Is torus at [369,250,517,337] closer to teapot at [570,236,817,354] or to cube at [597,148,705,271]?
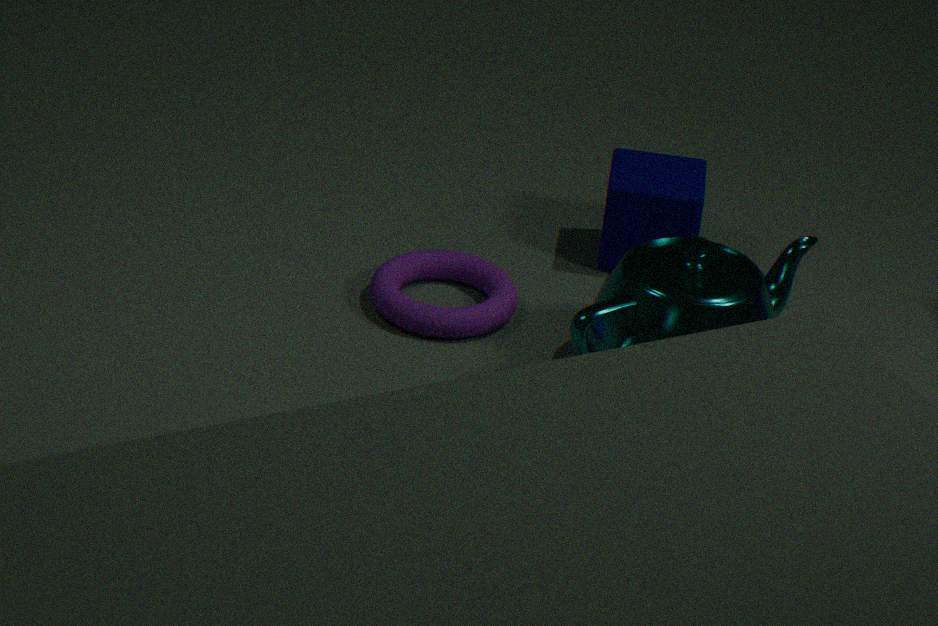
teapot at [570,236,817,354]
